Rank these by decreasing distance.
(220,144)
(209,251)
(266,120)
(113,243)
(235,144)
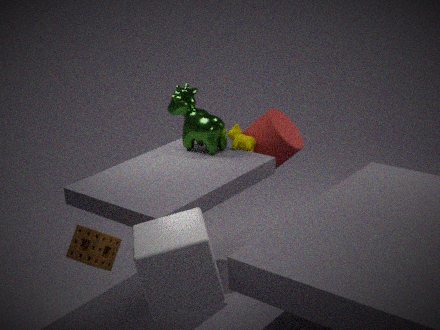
(266,120) < (235,144) < (220,144) < (113,243) < (209,251)
